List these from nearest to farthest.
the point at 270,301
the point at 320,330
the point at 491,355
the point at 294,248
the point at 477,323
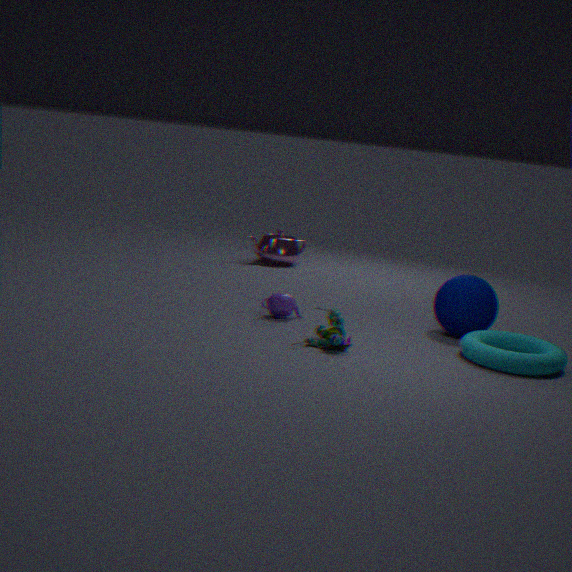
the point at 491,355 < the point at 320,330 < the point at 477,323 < the point at 270,301 < the point at 294,248
